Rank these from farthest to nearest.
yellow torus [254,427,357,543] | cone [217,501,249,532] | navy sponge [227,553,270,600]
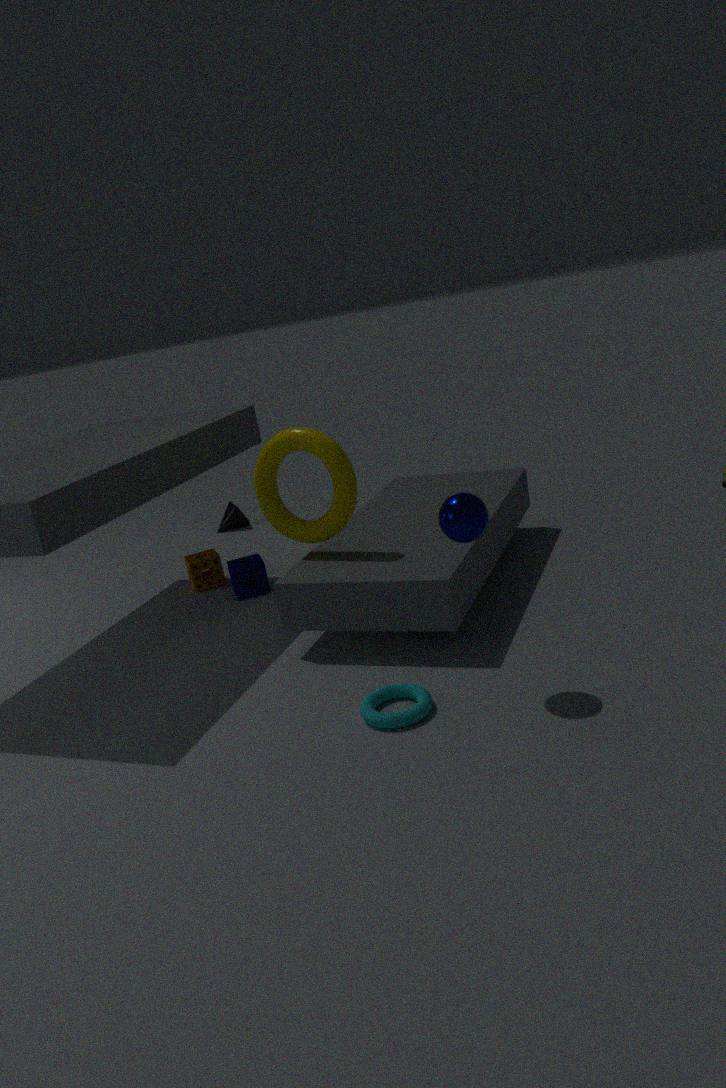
cone [217,501,249,532] < navy sponge [227,553,270,600] < yellow torus [254,427,357,543]
